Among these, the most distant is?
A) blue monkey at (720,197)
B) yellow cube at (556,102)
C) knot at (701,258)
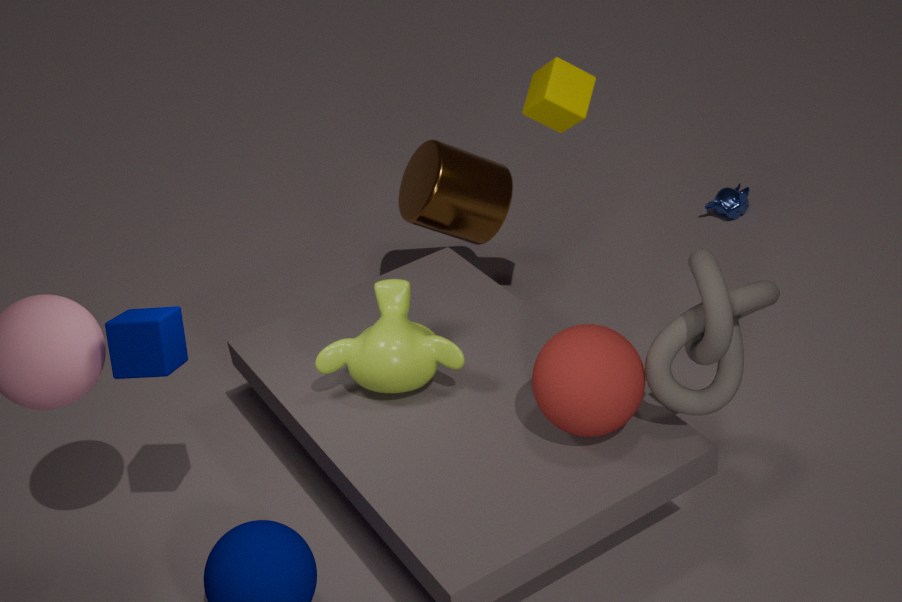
blue monkey at (720,197)
